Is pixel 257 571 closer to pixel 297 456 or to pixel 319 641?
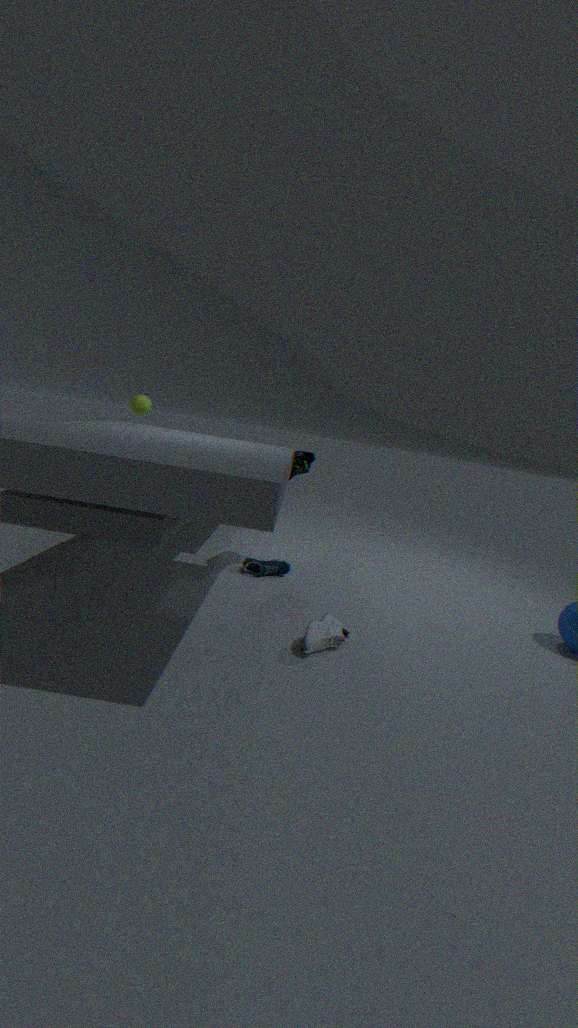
pixel 297 456
